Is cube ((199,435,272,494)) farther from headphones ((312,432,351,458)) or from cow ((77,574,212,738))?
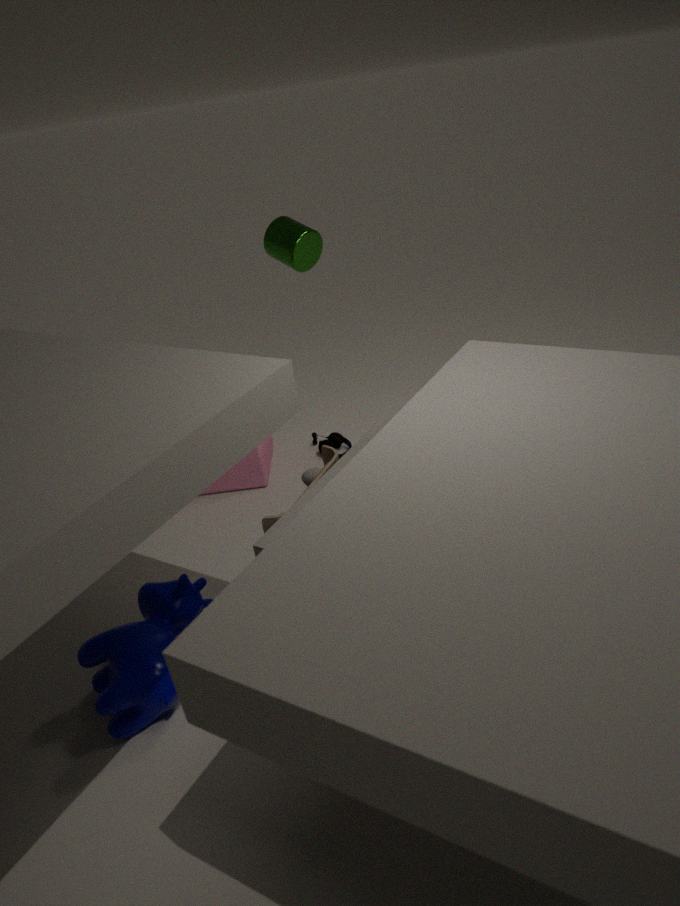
cow ((77,574,212,738))
